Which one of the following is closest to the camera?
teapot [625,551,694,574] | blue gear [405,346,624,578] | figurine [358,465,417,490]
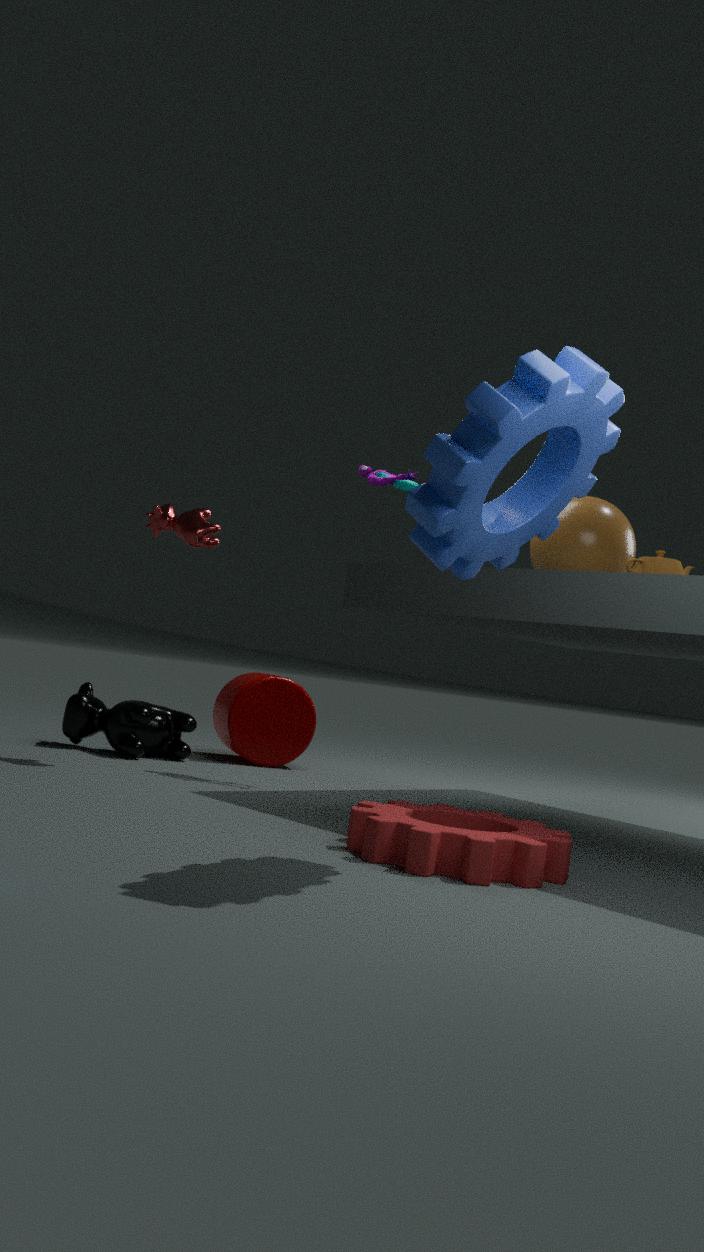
blue gear [405,346,624,578]
